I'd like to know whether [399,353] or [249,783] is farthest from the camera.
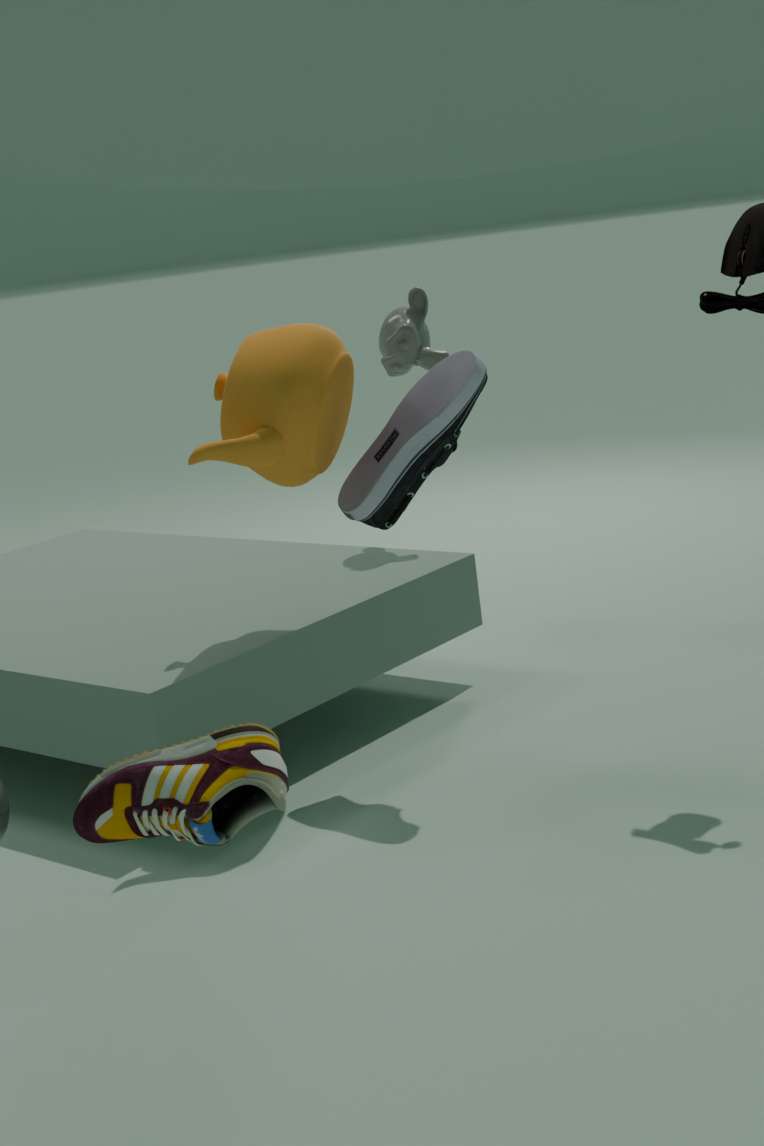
[399,353]
